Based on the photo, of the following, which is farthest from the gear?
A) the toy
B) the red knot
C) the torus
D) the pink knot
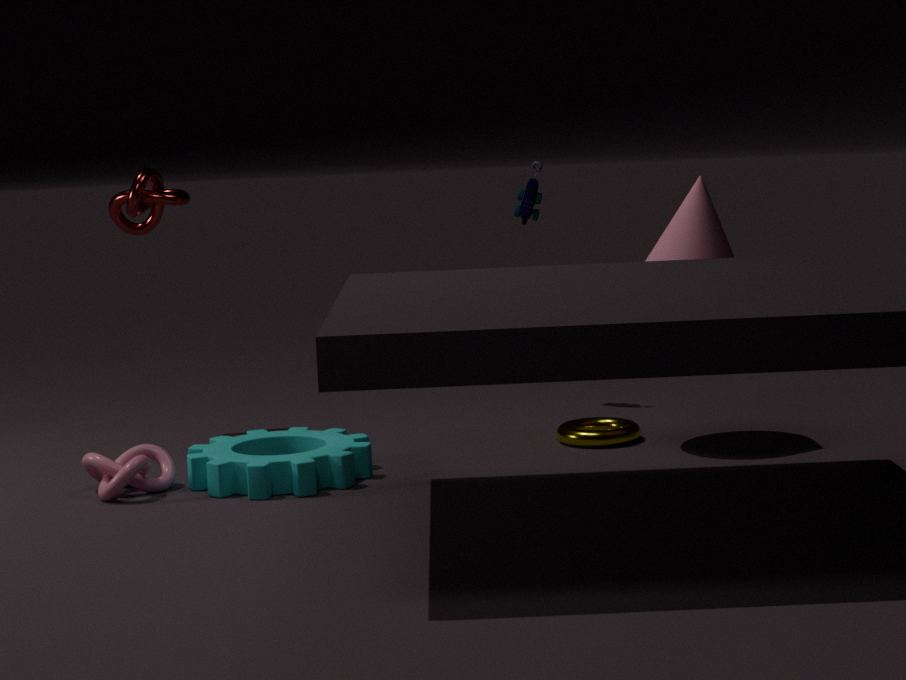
the toy
